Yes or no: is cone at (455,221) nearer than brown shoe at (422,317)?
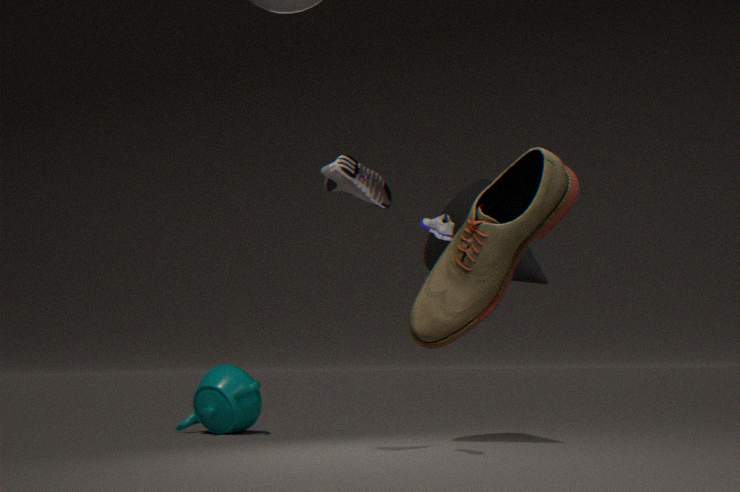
No
